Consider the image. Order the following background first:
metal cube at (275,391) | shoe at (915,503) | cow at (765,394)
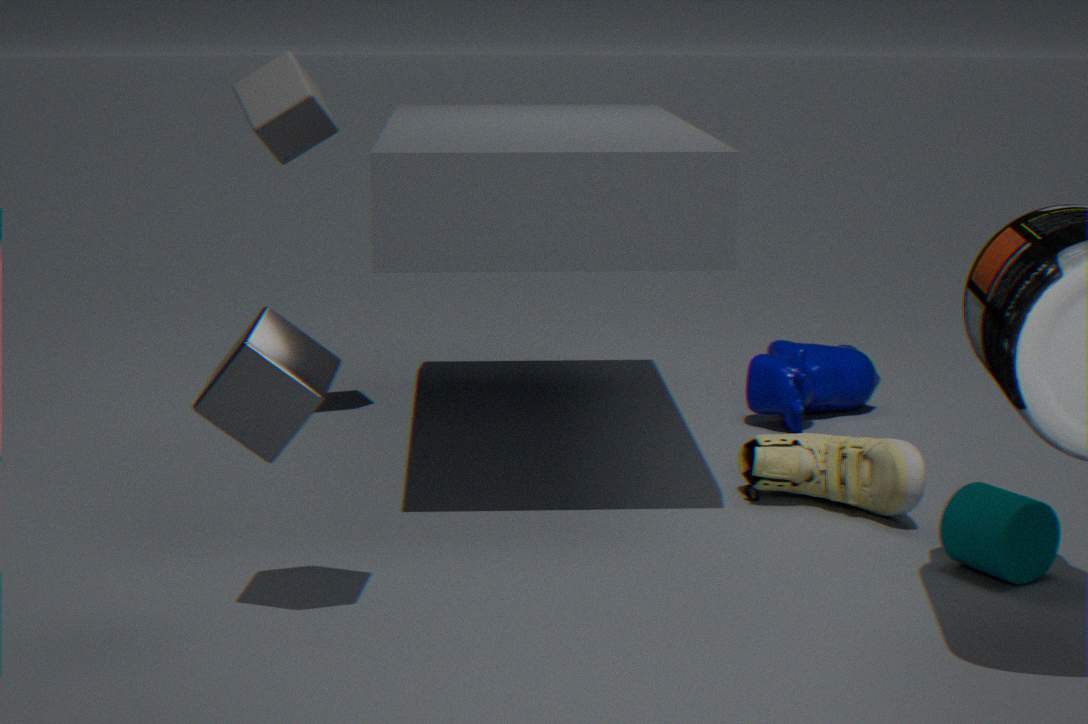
cow at (765,394) < shoe at (915,503) < metal cube at (275,391)
